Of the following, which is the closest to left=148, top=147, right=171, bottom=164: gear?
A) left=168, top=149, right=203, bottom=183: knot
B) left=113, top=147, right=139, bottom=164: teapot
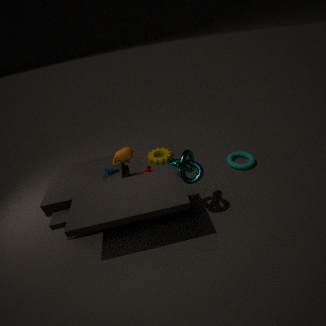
left=113, top=147, right=139, bottom=164: teapot
